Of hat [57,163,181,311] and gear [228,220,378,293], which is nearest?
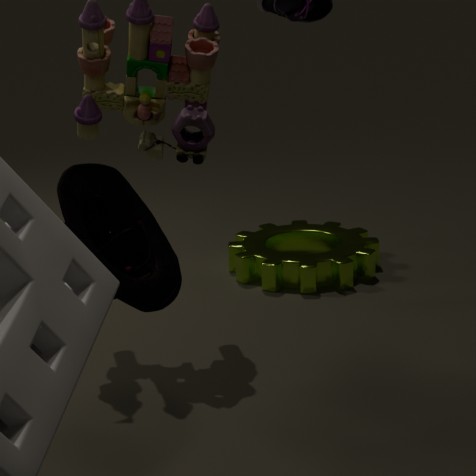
hat [57,163,181,311]
